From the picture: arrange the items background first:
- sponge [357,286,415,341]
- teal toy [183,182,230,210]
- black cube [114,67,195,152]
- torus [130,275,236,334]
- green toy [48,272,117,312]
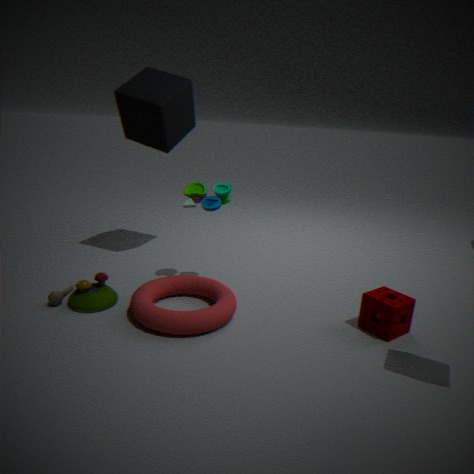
black cube [114,67,195,152] < teal toy [183,182,230,210] < green toy [48,272,117,312] < sponge [357,286,415,341] < torus [130,275,236,334]
